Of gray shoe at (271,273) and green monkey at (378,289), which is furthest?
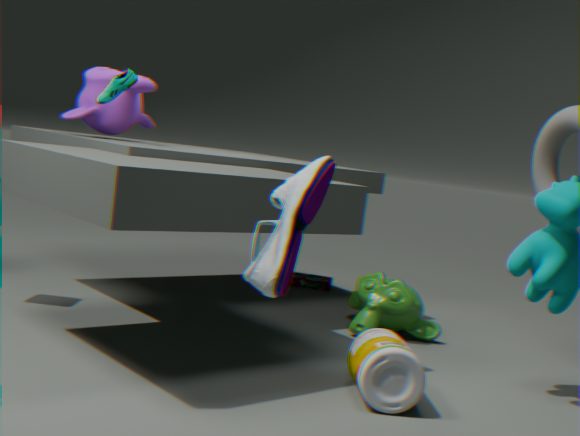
green monkey at (378,289)
